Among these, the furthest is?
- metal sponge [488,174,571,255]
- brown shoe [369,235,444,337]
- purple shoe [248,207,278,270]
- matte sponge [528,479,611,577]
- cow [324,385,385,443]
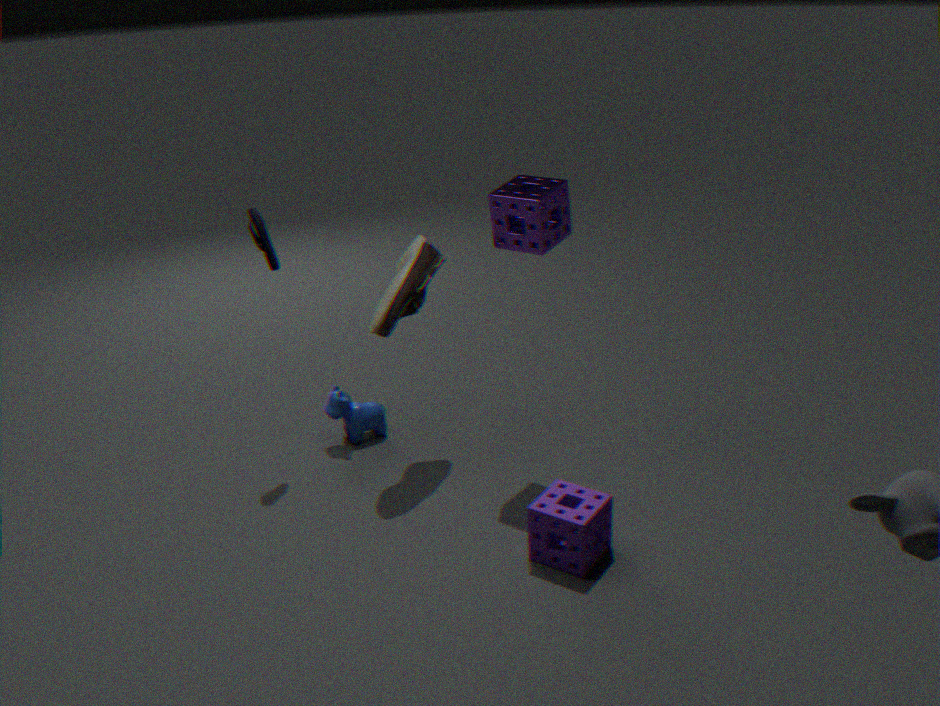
cow [324,385,385,443]
